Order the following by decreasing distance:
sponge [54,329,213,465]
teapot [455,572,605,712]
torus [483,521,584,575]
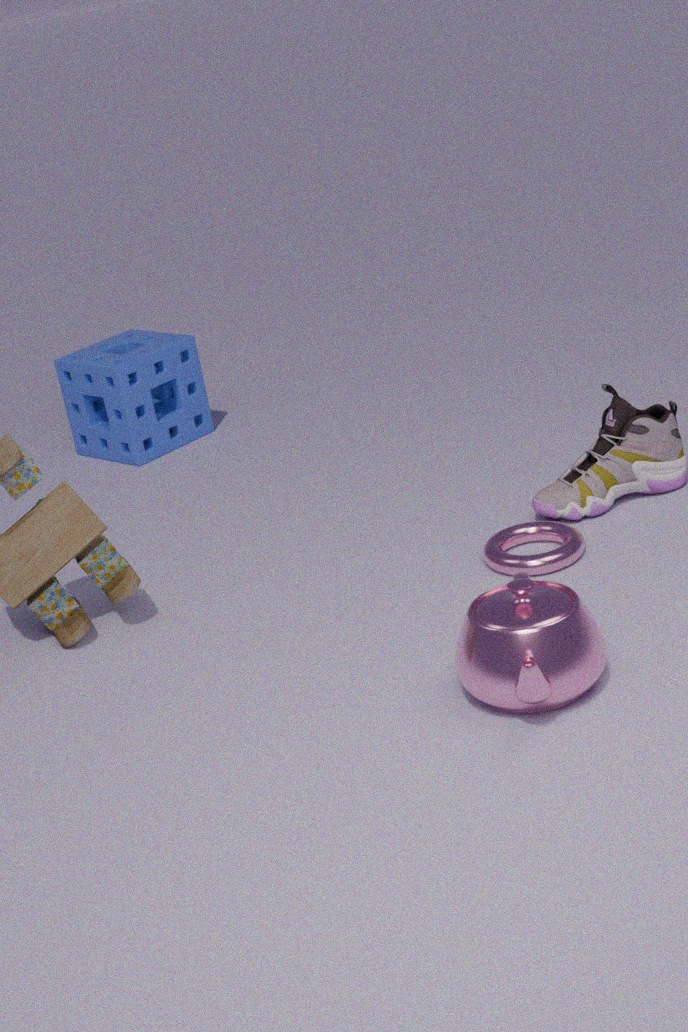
sponge [54,329,213,465] → torus [483,521,584,575] → teapot [455,572,605,712]
